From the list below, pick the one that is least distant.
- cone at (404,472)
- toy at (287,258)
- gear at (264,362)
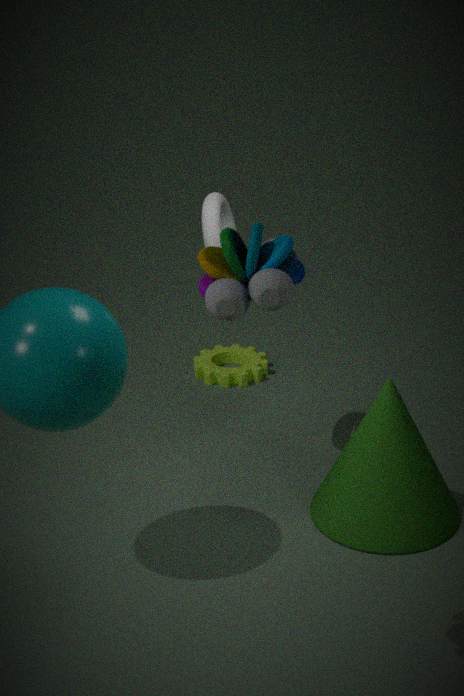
toy at (287,258)
